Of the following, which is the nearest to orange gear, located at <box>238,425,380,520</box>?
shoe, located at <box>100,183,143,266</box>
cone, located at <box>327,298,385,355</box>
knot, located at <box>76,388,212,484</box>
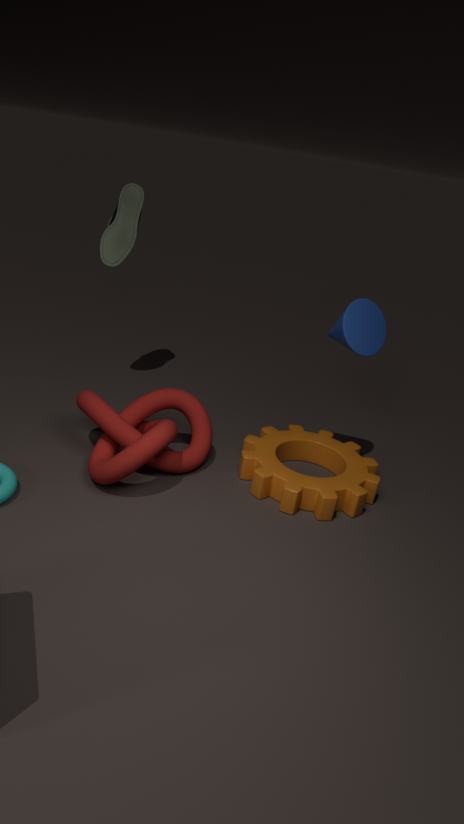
knot, located at <box>76,388,212,484</box>
